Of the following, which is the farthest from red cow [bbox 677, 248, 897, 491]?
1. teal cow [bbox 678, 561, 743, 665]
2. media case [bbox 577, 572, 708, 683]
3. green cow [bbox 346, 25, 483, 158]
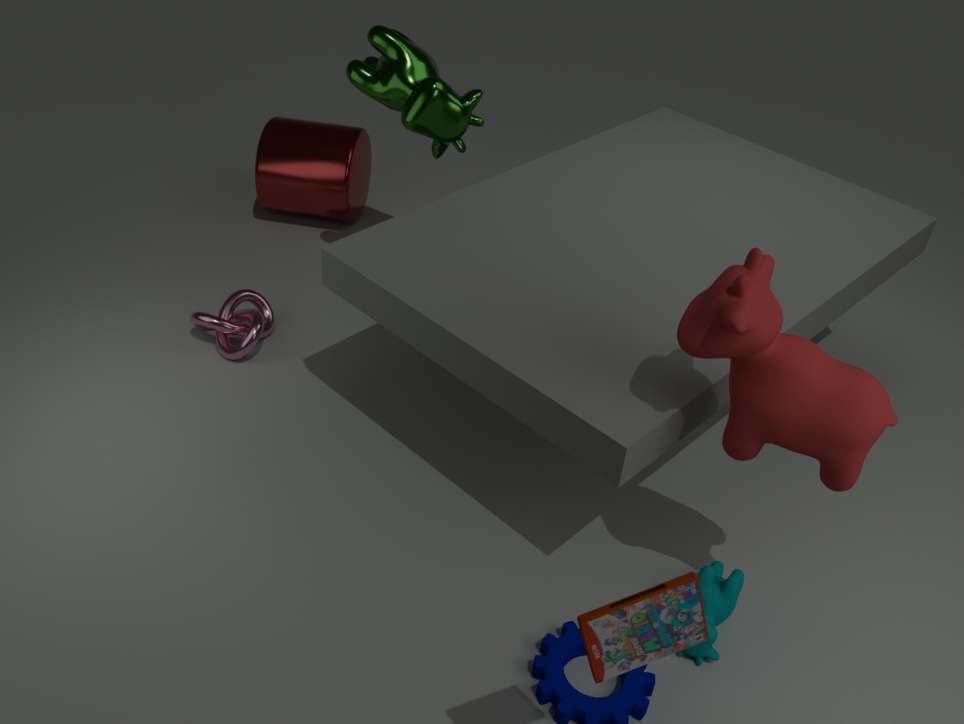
green cow [bbox 346, 25, 483, 158]
